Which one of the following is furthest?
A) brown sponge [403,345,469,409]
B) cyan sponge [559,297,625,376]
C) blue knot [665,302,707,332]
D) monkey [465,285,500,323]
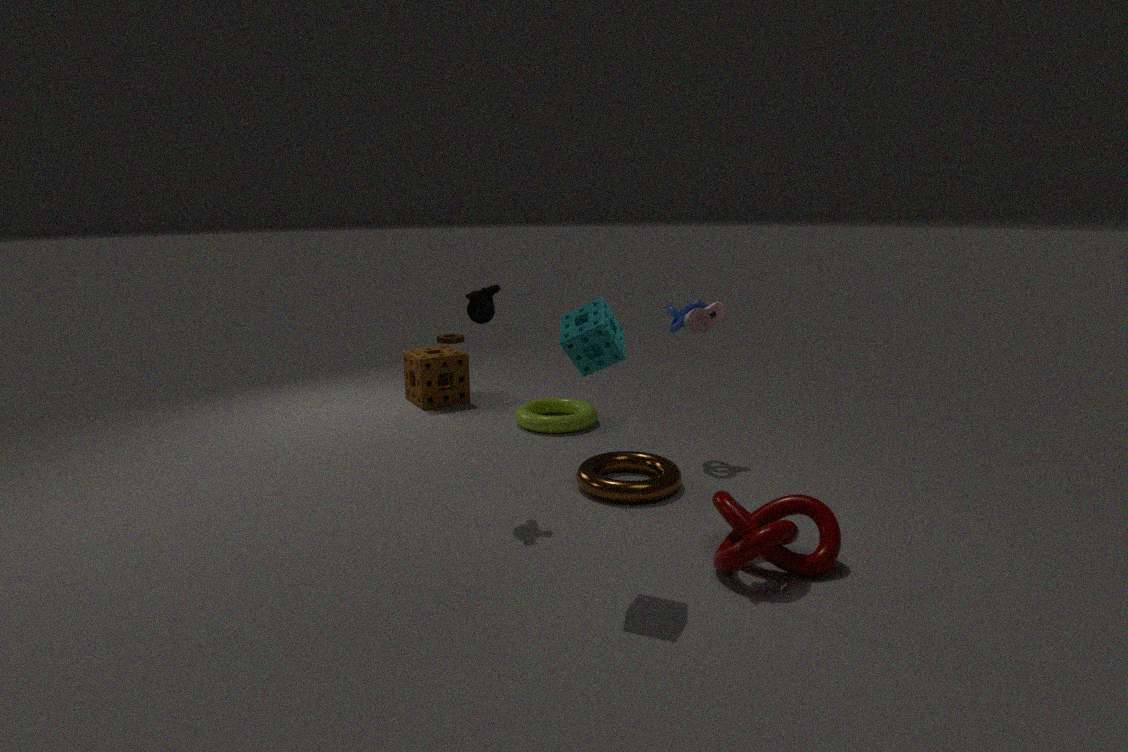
brown sponge [403,345,469,409]
